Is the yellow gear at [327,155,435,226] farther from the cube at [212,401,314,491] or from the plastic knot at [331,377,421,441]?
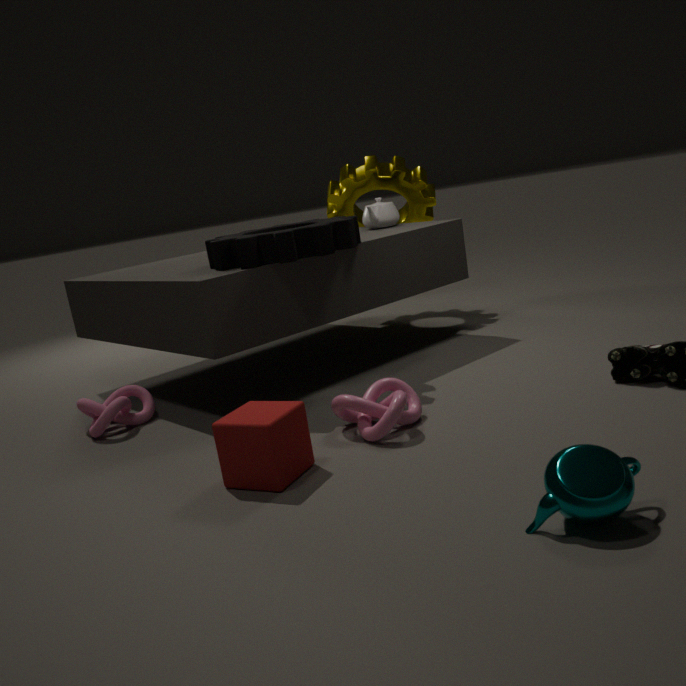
the cube at [212,401,314,491]
